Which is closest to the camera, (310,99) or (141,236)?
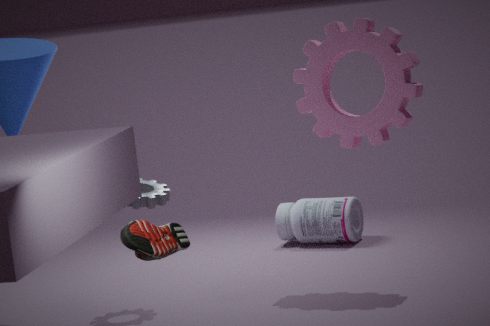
(141,236)
